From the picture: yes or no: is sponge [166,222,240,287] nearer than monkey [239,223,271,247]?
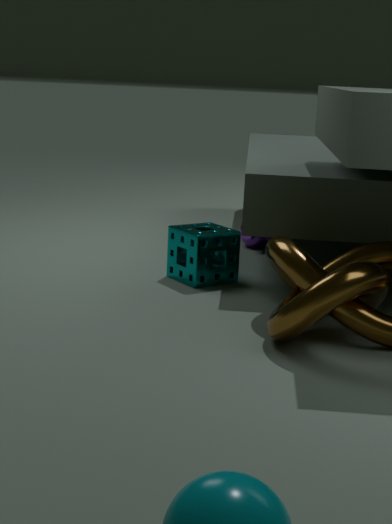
Yes
